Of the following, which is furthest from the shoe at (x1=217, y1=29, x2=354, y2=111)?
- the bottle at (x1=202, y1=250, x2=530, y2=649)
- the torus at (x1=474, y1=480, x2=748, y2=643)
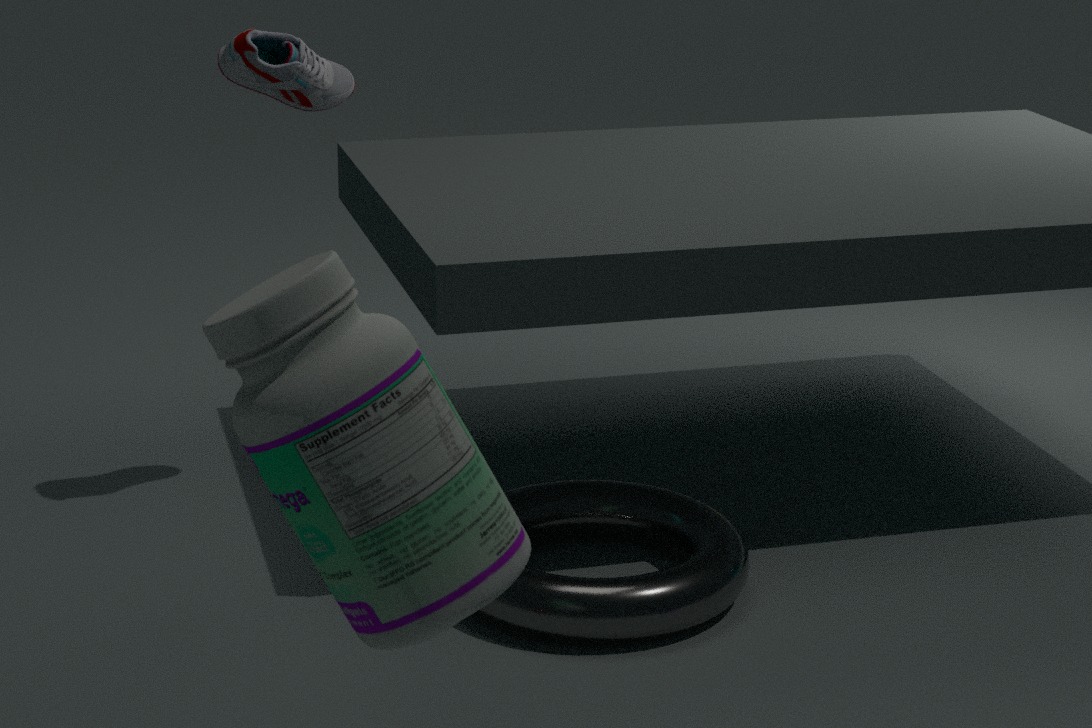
the bottle at (x1=202, y1=250, x2=530, y2=649)
